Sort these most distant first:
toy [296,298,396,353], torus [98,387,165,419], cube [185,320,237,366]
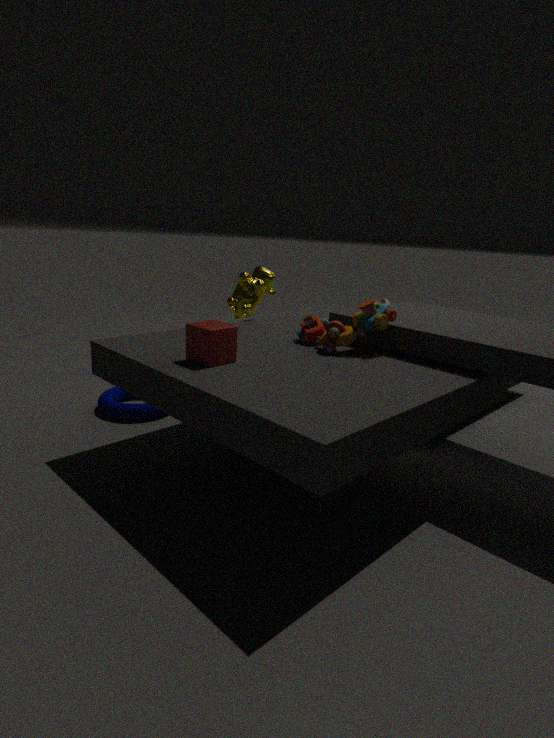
torus [98,387,165,419] < toy [296,298,396,353] < cube [185,320,237,366]
